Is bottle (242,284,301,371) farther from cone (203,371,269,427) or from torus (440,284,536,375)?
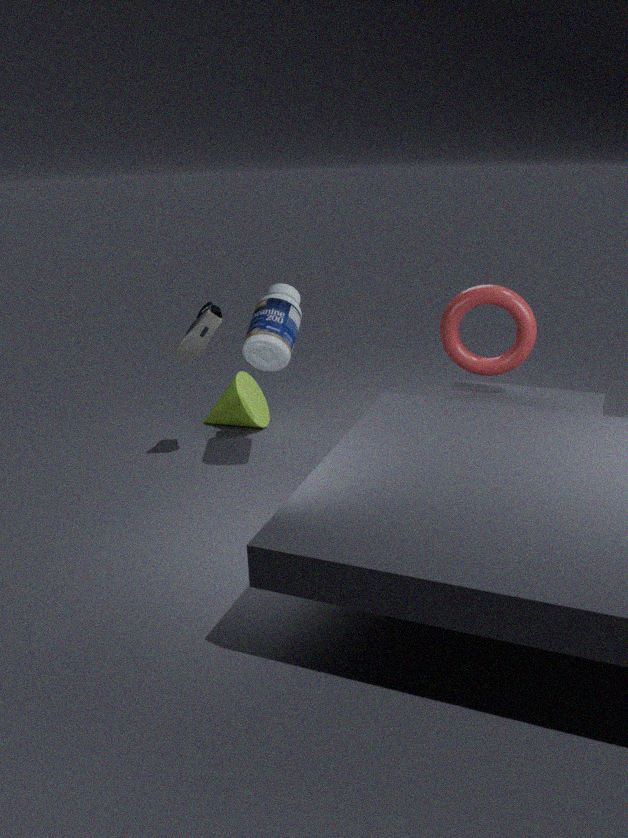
torus (440,284,536,375)
